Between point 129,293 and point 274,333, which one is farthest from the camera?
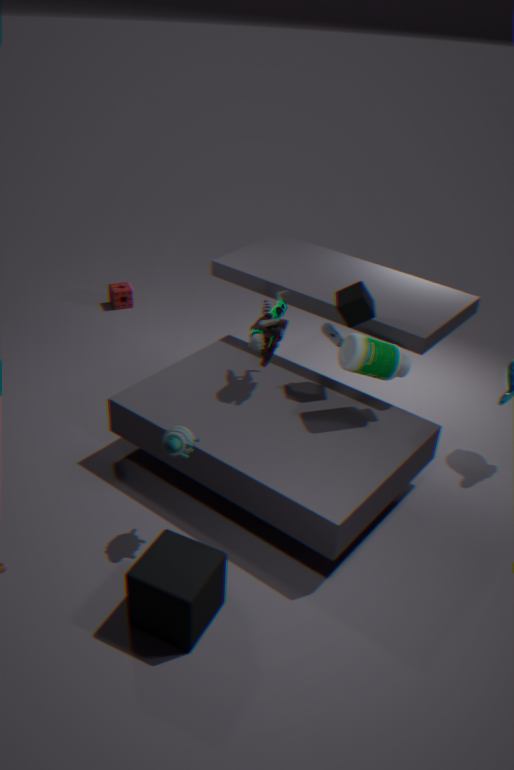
point 129,293
